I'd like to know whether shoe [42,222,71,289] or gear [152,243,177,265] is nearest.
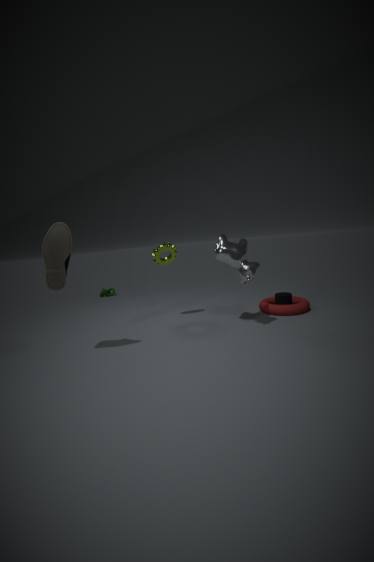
shoe [42,222,71,289]
